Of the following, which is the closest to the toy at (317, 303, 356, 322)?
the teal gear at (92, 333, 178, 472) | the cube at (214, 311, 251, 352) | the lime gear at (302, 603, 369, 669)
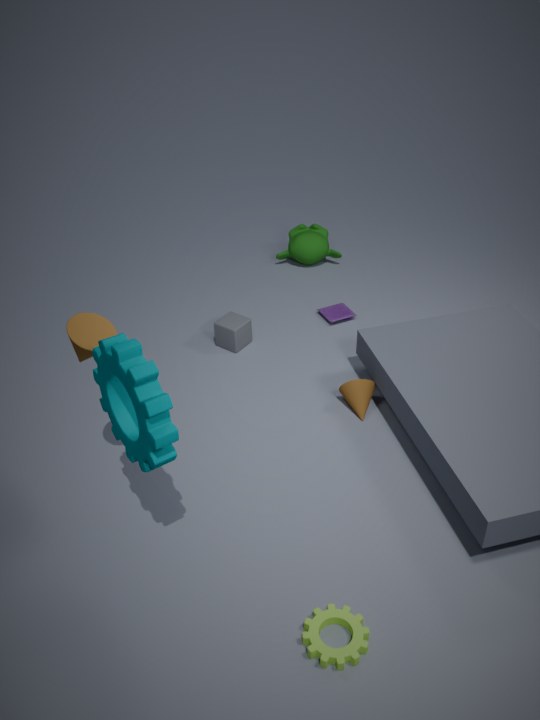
the cube at (214, 311, 251, 352)
